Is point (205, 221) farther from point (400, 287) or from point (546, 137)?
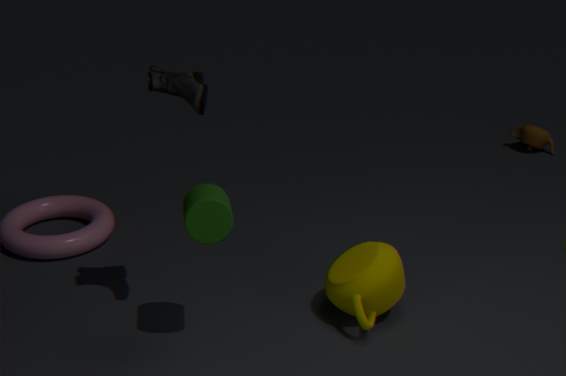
point (546, 137)
